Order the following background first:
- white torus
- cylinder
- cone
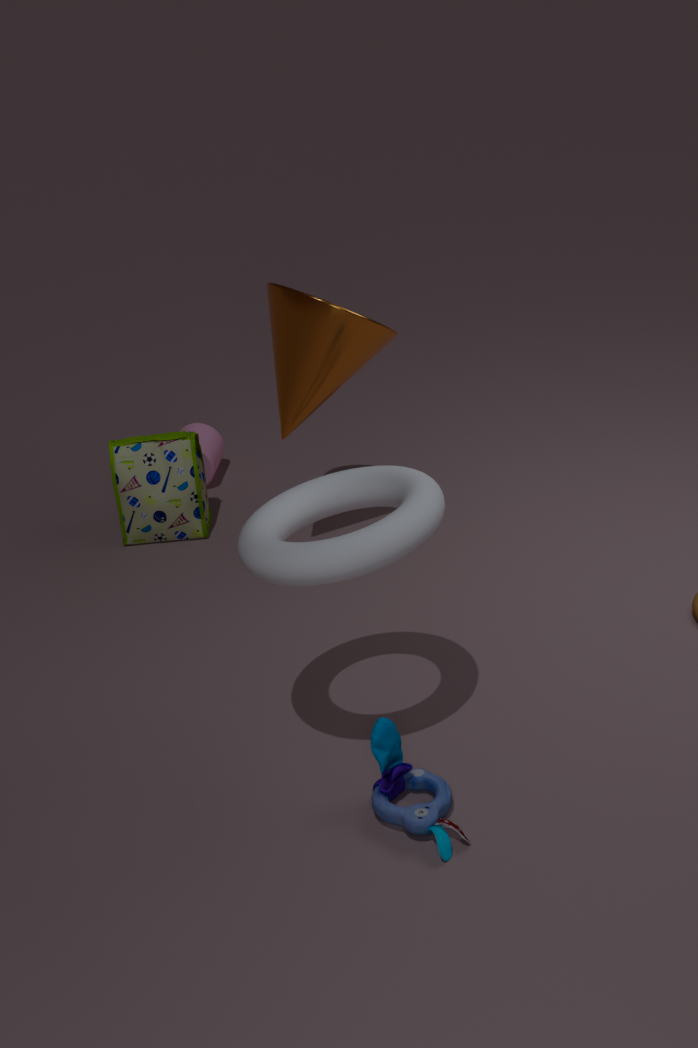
cylinder < cone < white torus
